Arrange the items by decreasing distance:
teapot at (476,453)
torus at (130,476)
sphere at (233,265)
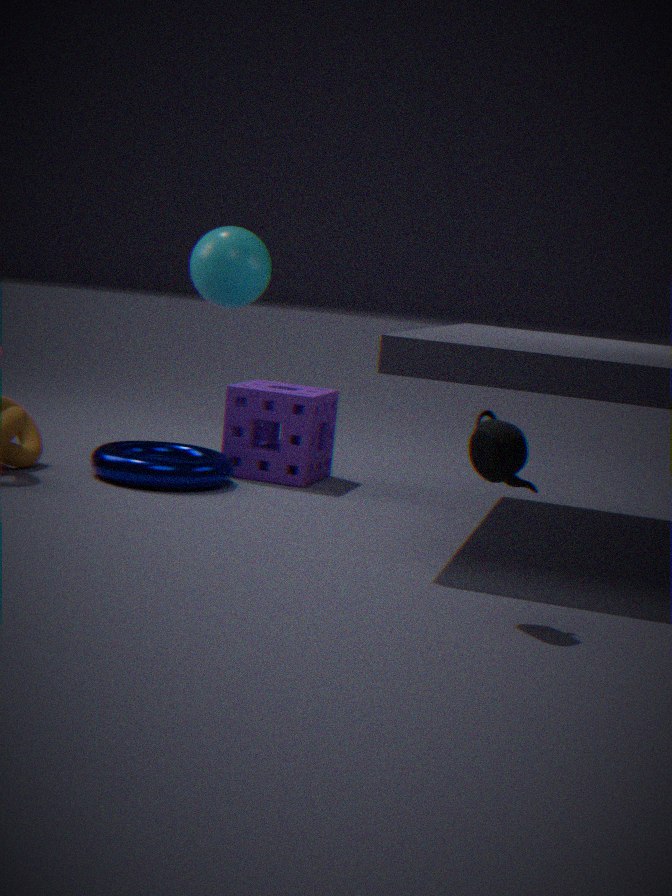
sphere at (233,265) → torus at (130,476) → teapot at (476,453)
